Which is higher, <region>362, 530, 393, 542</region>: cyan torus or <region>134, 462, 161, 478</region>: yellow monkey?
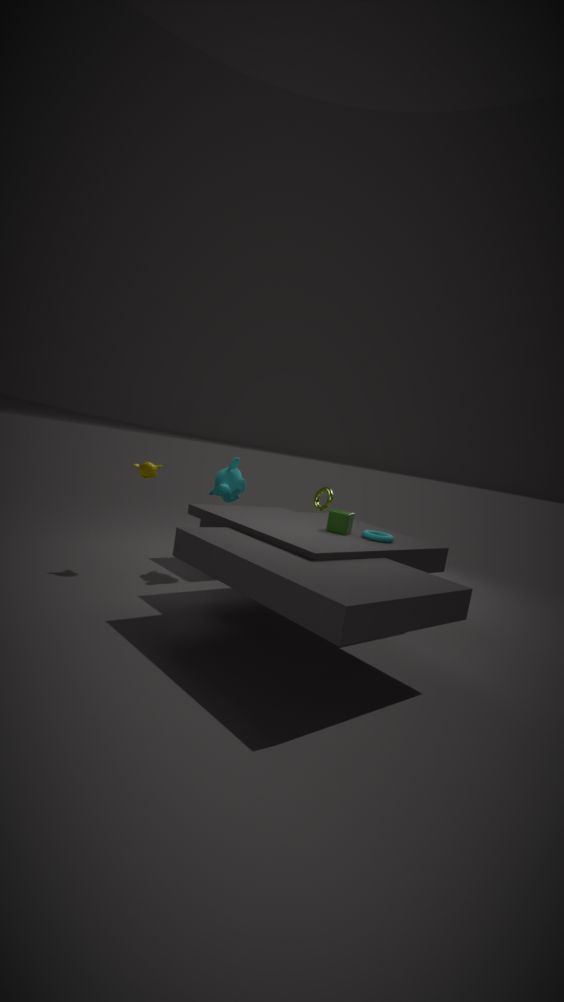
<region>134, 462, 161, 478</region>: yellow monkey
